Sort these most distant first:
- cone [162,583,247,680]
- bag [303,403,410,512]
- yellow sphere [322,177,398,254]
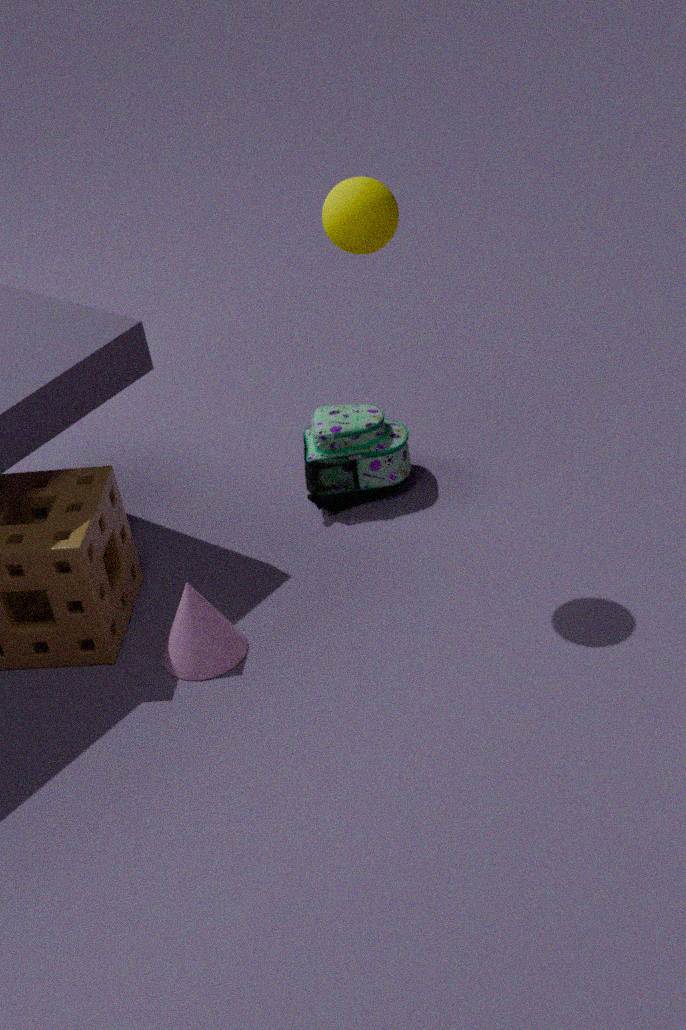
bag [303,403,410,512], cone [162,583,247,680], yellow sphere [322,177,398,254]
